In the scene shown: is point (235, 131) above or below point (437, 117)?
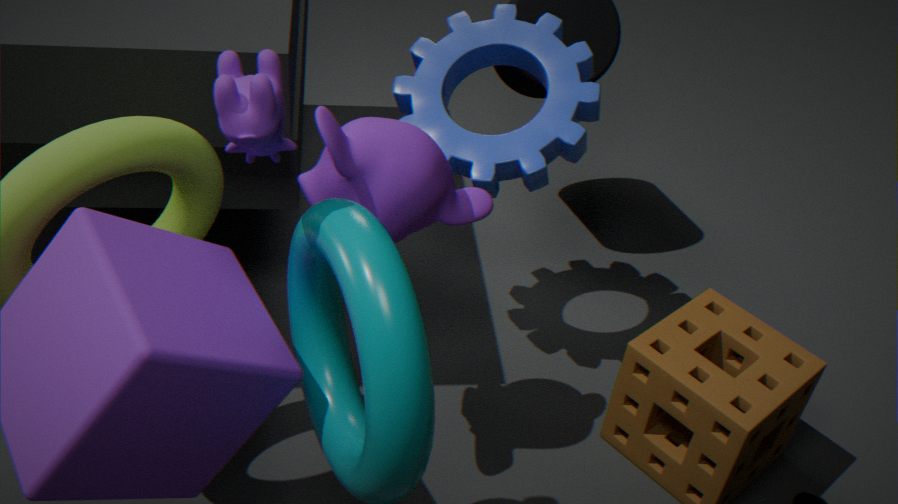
above
